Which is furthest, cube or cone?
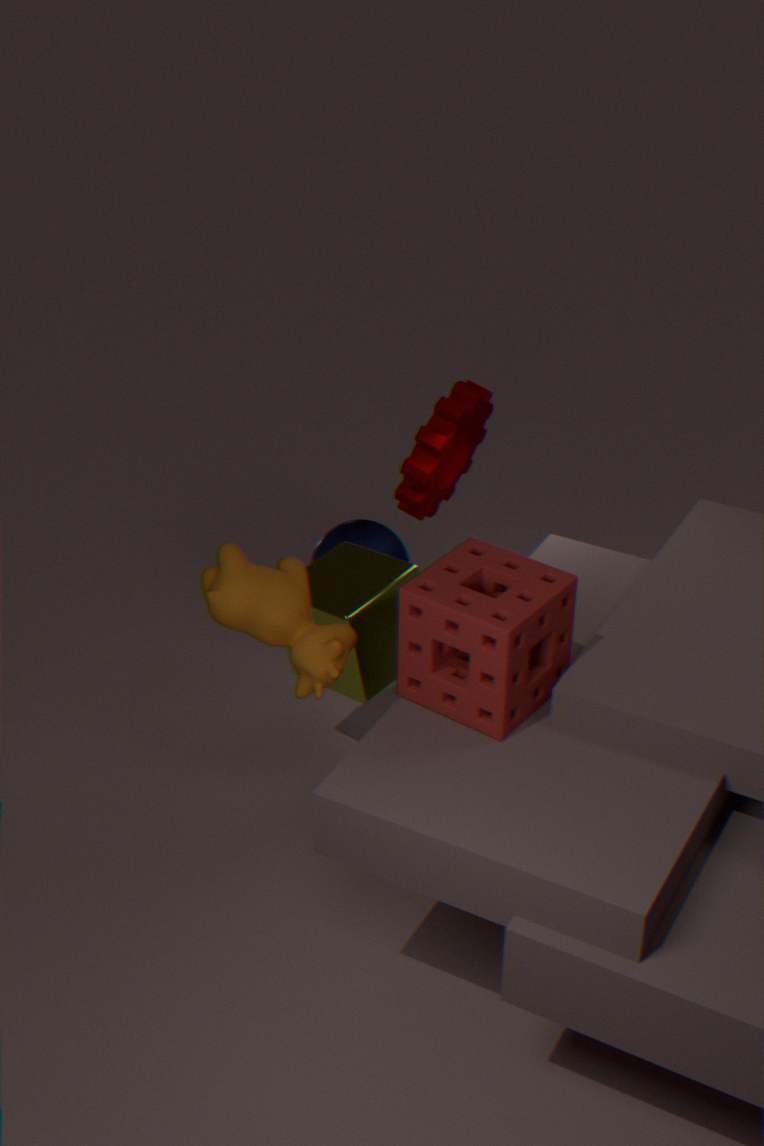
cone
